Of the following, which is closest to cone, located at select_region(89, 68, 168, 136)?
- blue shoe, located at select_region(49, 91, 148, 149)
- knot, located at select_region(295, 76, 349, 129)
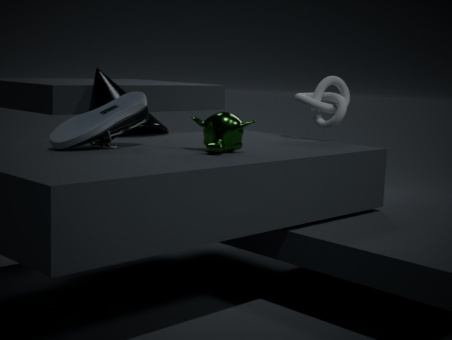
blue shoe, located at select_region(49, 91, 148, 149)
